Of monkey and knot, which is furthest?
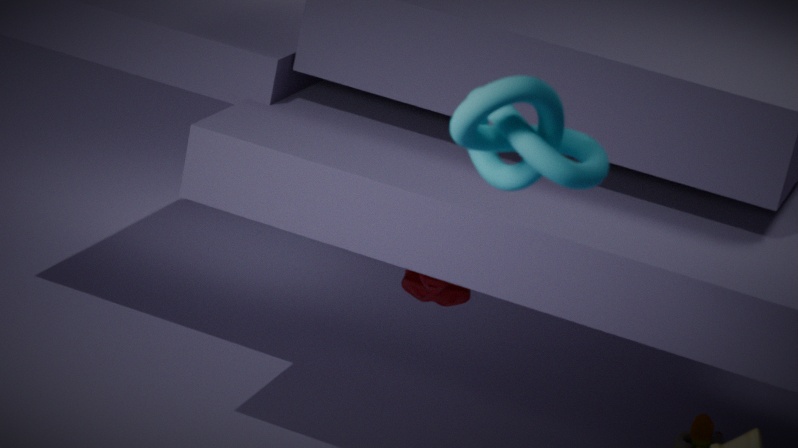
monkey
